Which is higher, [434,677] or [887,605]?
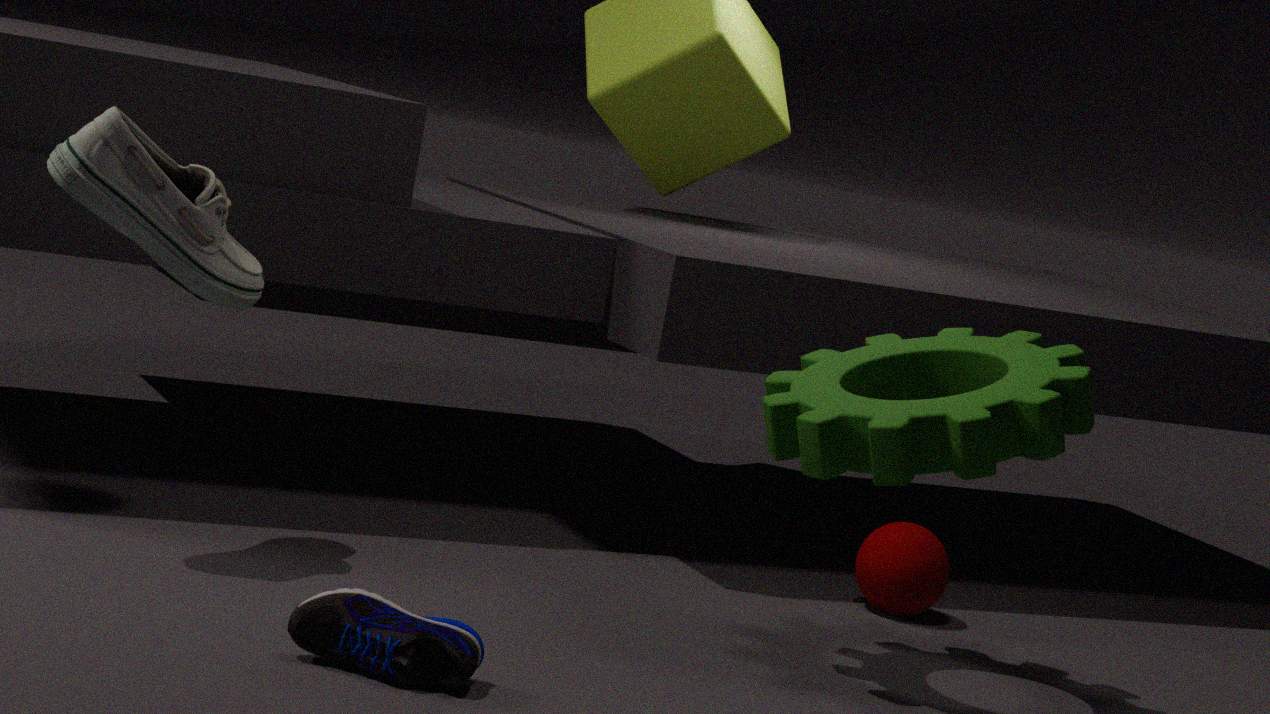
[887,605]
